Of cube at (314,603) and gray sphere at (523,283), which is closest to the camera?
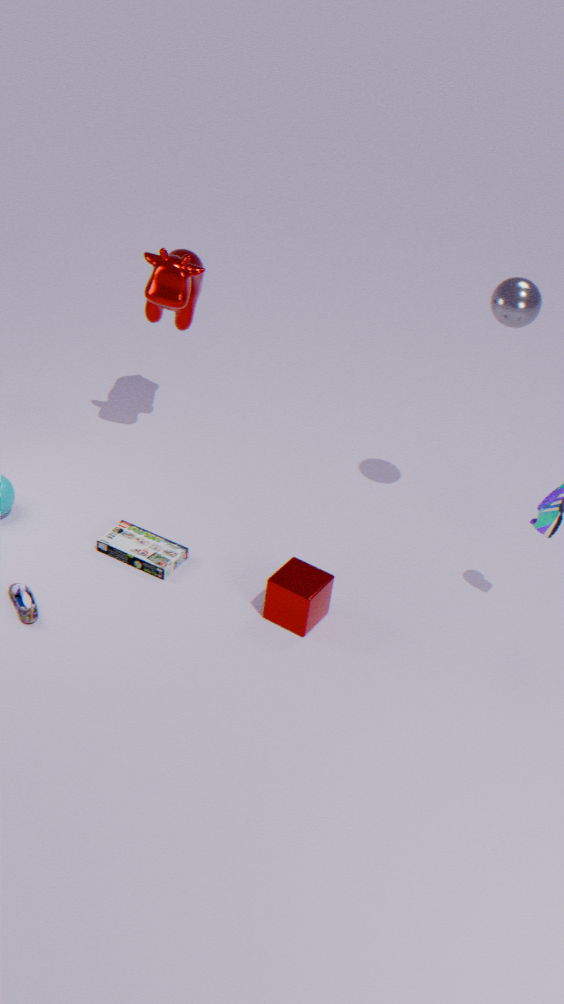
gray sphere at (523,283)
